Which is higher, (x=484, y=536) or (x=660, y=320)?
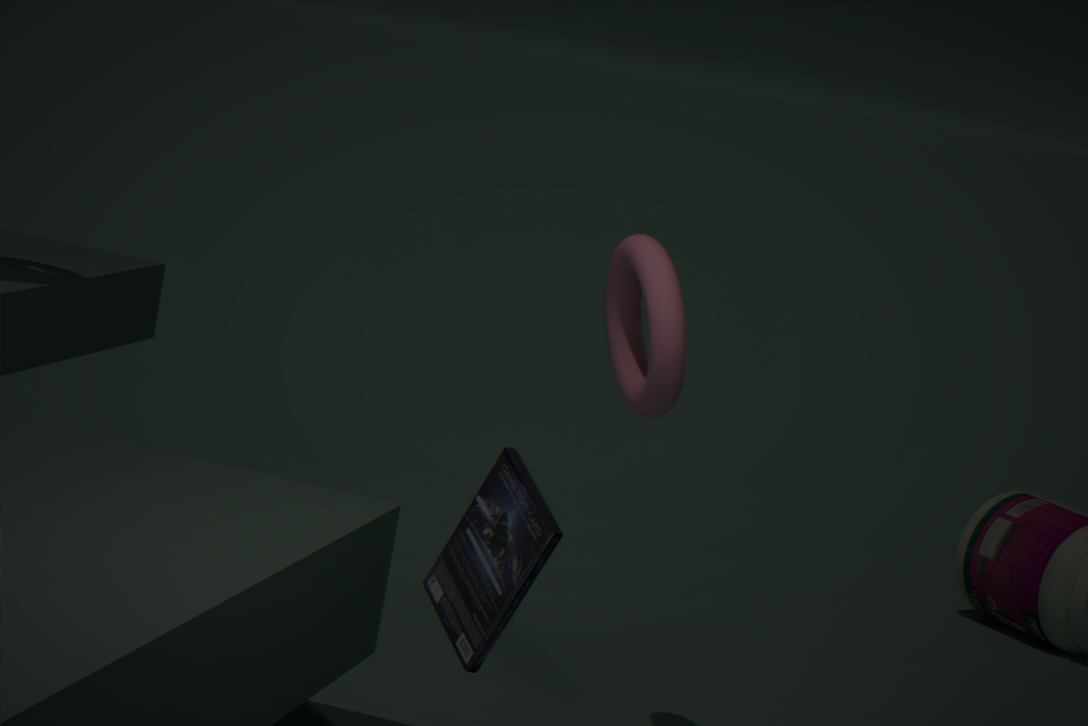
(x=660, y=320)
